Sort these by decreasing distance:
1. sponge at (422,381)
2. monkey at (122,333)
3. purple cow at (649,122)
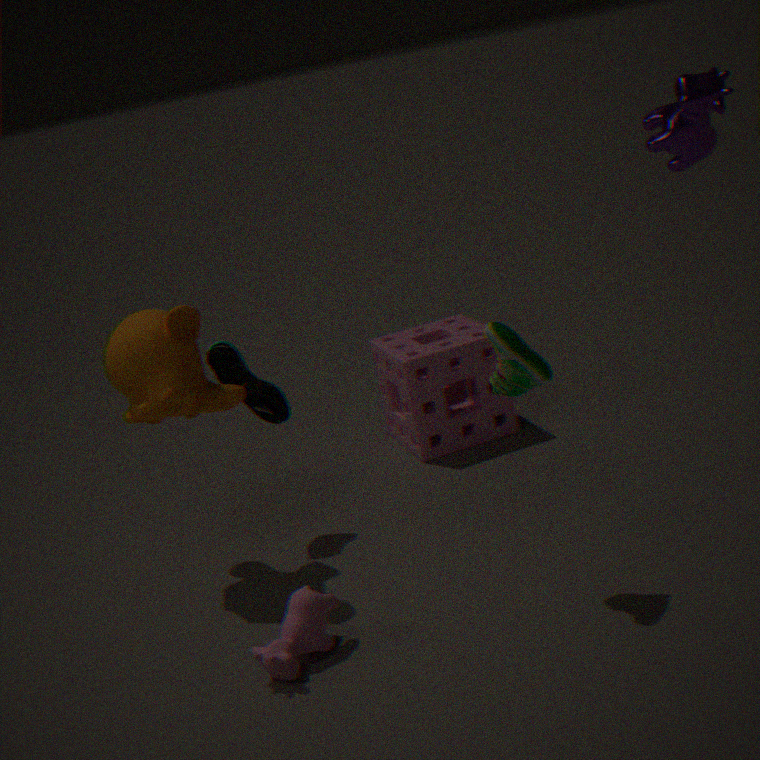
sponge at (422,381) → monkey at (122,333) → purple cow at (649,122)
